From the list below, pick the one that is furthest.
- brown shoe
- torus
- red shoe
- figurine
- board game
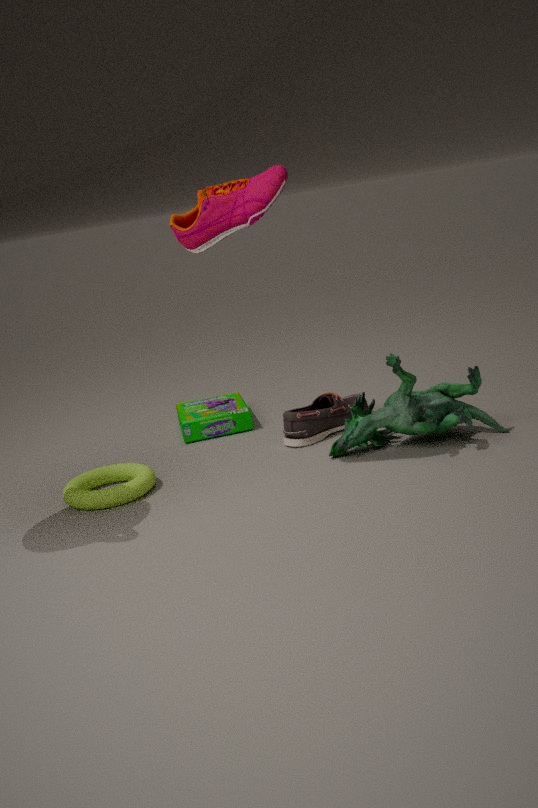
board game
